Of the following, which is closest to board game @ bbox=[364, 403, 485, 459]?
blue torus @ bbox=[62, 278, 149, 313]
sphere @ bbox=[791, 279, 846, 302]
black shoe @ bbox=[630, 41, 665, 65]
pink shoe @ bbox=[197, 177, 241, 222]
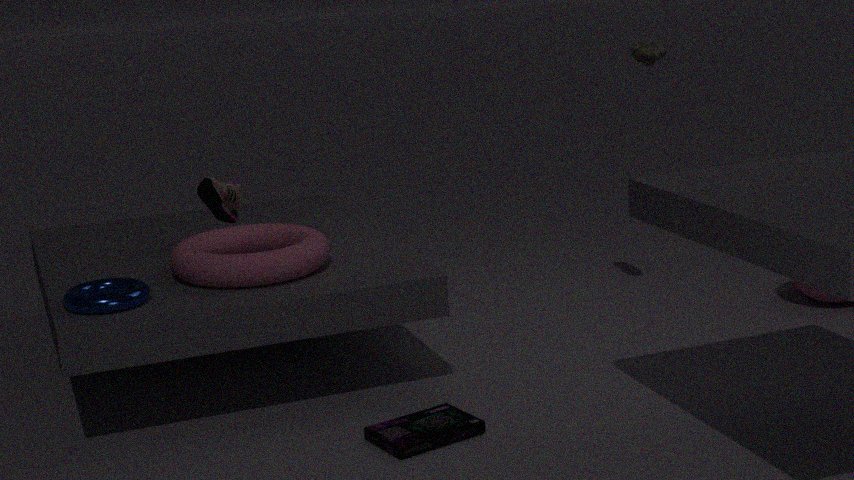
blue torus @ bbox=[62, 278, 149, 313]
